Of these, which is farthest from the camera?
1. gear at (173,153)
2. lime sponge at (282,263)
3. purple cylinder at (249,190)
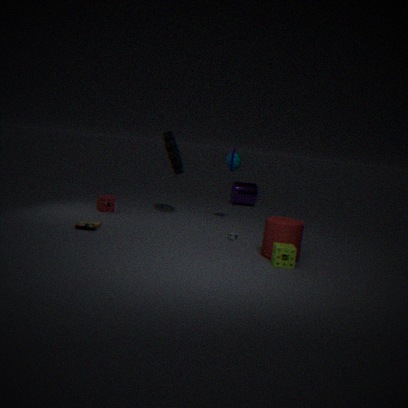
purple cylinder at (249,190)
